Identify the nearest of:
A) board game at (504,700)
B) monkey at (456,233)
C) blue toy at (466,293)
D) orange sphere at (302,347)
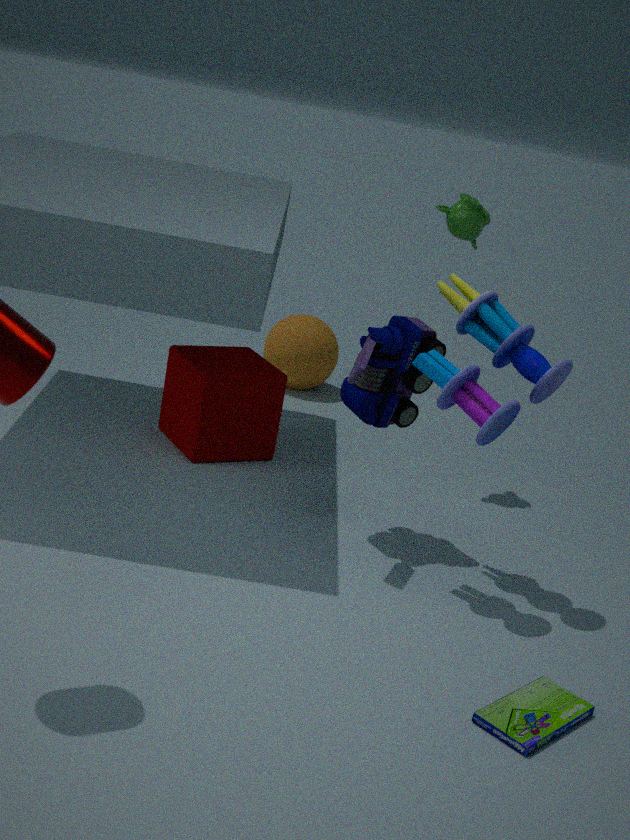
board game at (504,700)
